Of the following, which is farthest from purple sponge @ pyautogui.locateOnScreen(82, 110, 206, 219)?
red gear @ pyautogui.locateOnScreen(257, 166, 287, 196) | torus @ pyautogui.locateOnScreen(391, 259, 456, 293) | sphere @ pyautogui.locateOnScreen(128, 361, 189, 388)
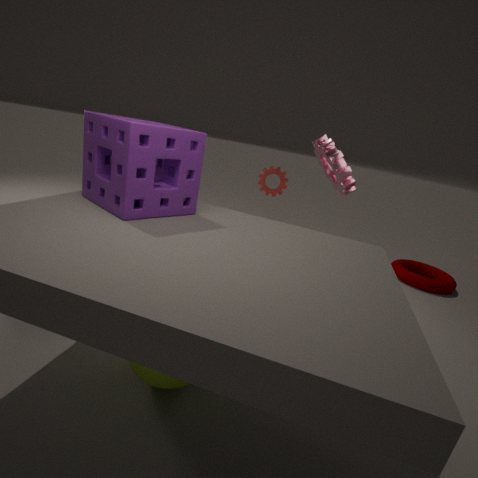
torus @ pyautogui.locateOnScreen(391, 259, 456, 293)
